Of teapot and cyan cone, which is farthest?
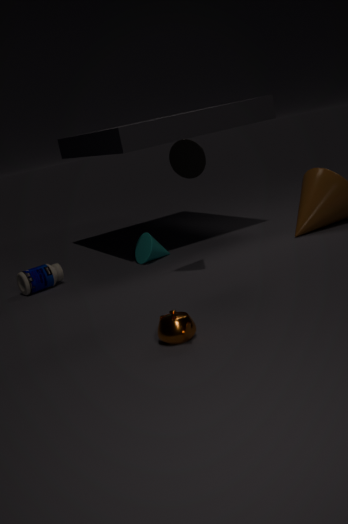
cyan cone
